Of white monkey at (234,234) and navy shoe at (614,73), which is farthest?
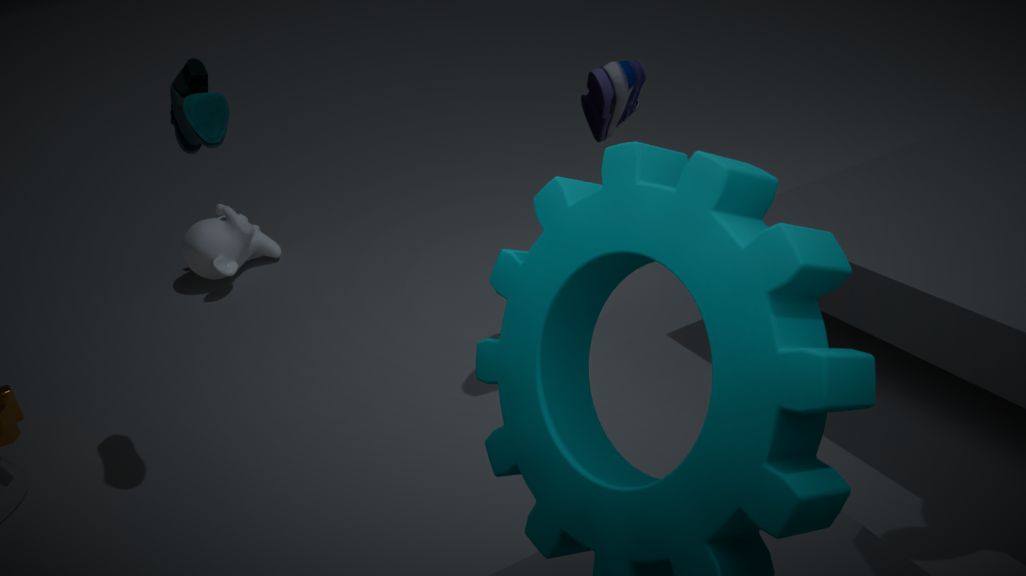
white monkey at (234,234)
